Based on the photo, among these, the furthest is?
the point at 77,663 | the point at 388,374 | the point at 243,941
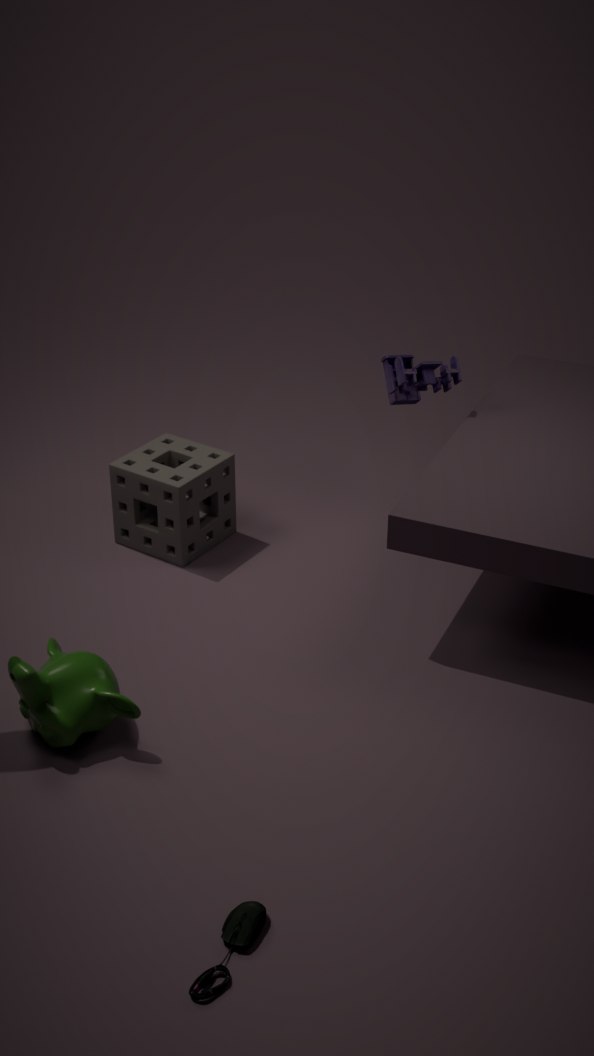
the point at 388,374
